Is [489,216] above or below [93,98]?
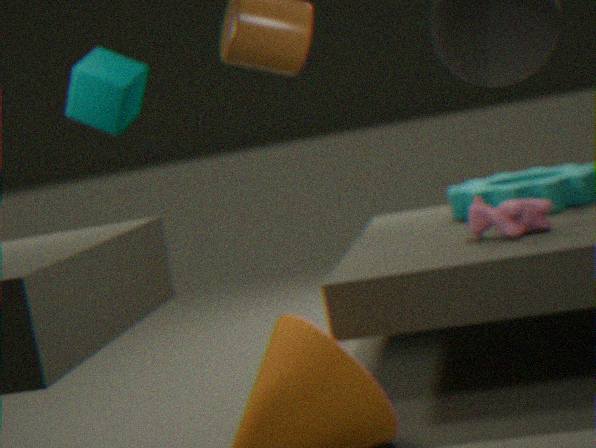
below
